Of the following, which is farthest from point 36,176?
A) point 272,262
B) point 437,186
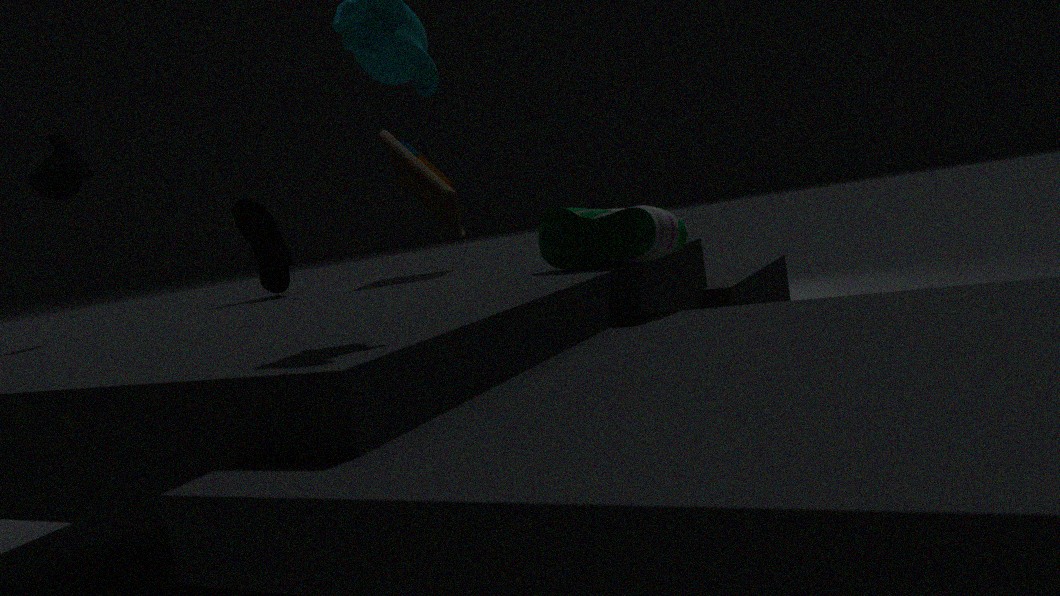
point 437,186
